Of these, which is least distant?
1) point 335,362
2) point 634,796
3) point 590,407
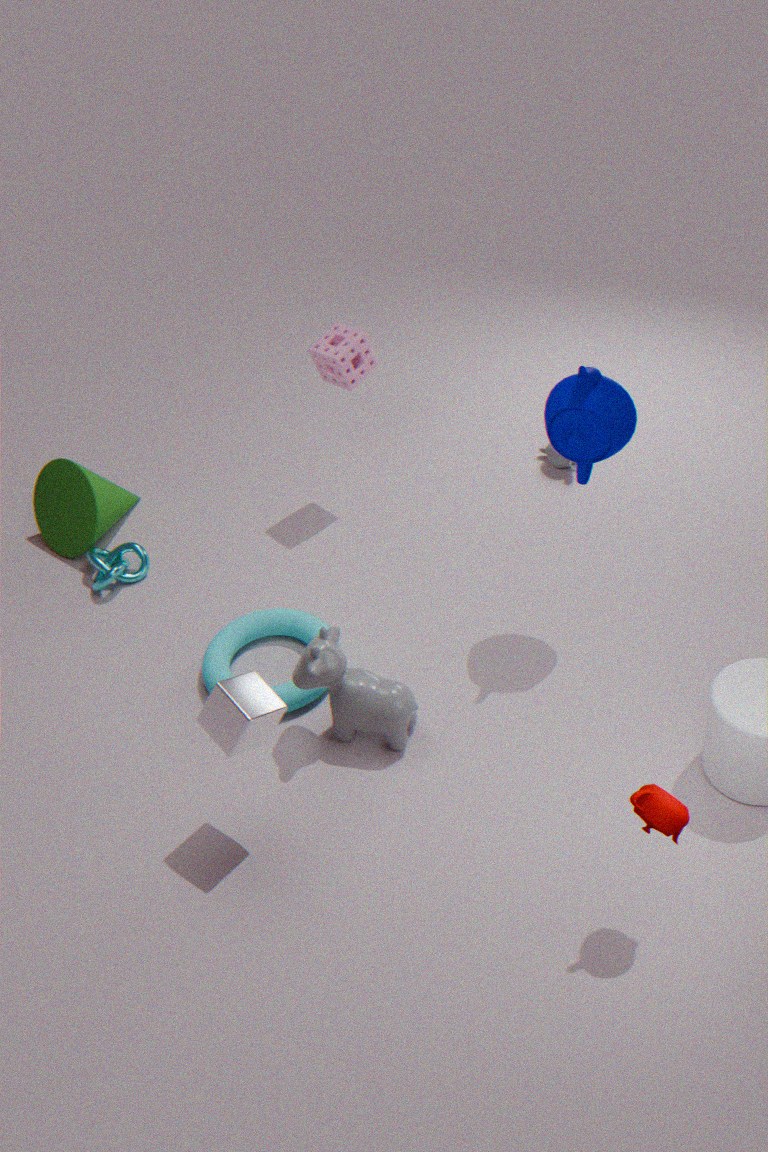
2. point 634,796
